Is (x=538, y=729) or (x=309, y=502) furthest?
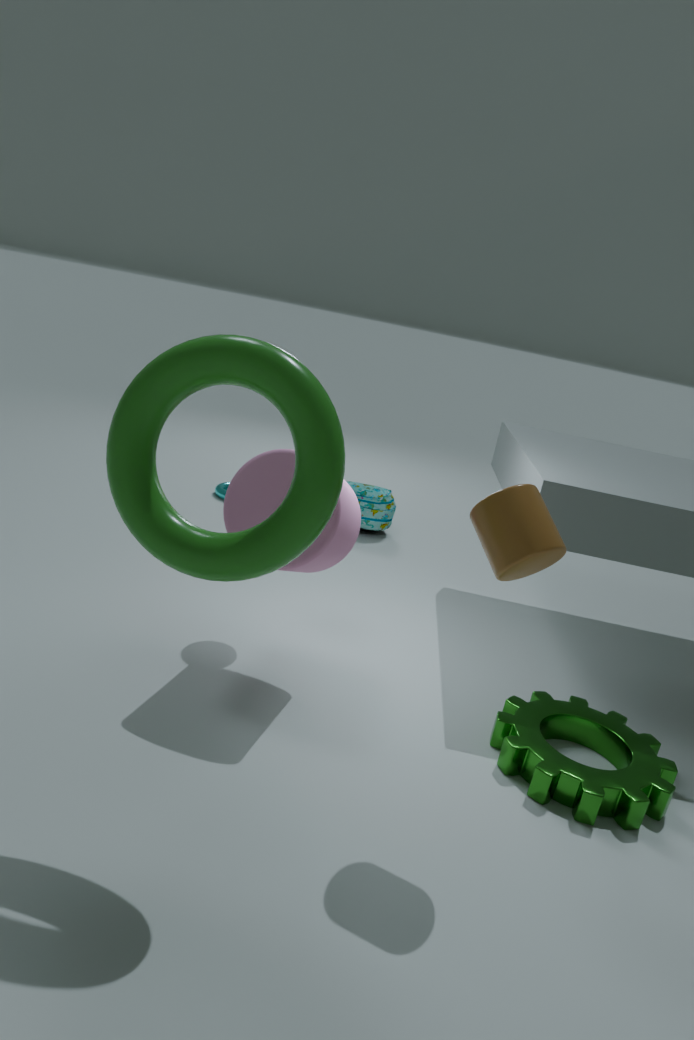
(x=538, y=729)
